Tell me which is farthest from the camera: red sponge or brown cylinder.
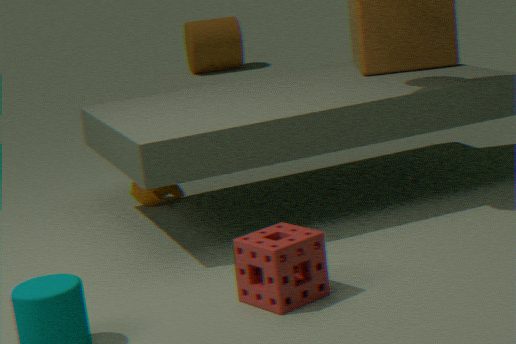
brown cylinder
